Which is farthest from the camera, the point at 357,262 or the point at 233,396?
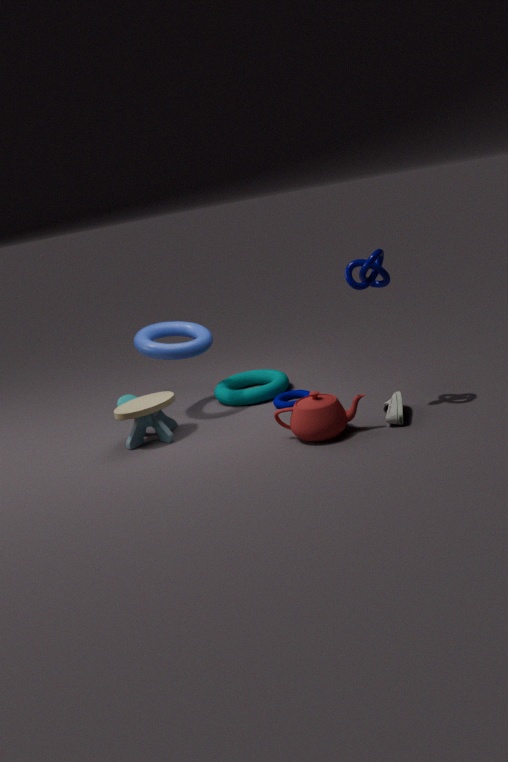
the point at 233,396
